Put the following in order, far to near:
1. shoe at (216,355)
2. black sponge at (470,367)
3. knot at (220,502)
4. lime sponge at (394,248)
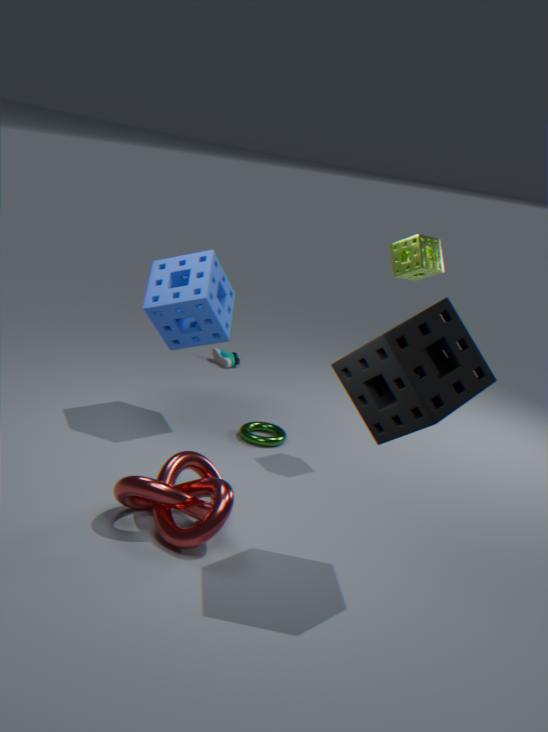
shoe at (216,355), lime sponge at (394,248), knot at (220,502), black sponge at (470,367)
